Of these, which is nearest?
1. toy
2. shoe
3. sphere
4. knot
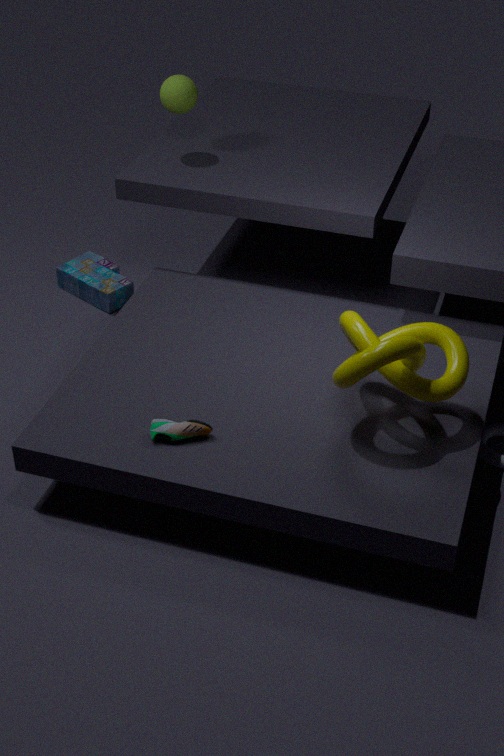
knot
